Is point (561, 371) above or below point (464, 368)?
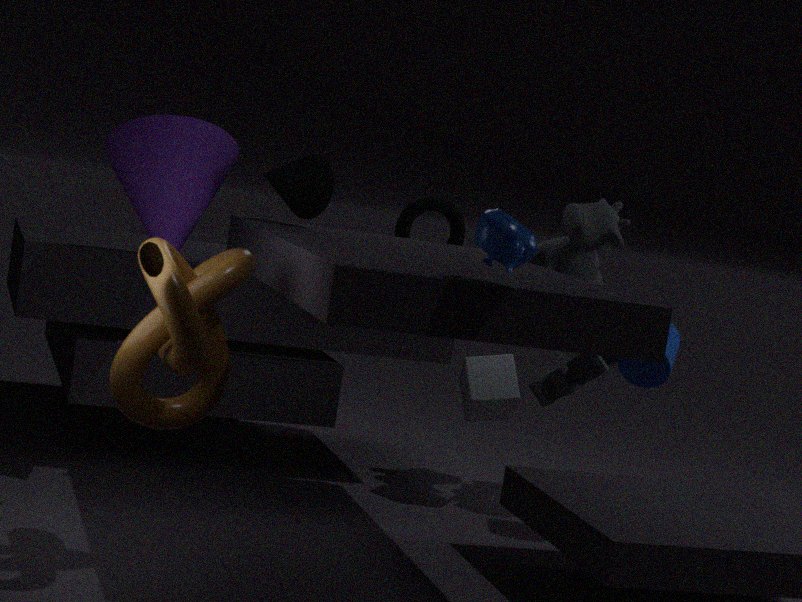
above
